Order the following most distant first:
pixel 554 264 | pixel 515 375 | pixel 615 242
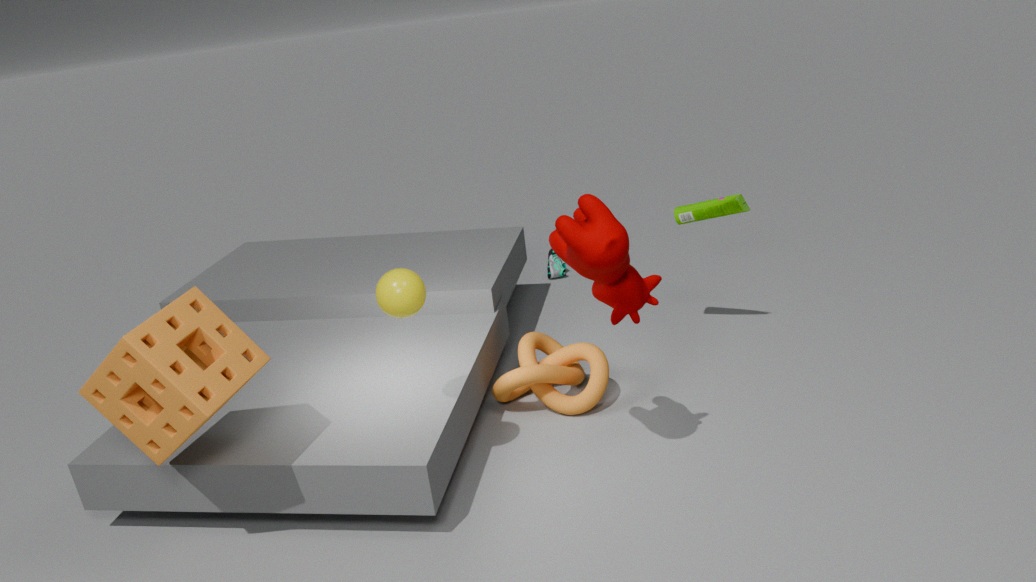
pixel 554 264, pixel 515 375, pixel 615 242
